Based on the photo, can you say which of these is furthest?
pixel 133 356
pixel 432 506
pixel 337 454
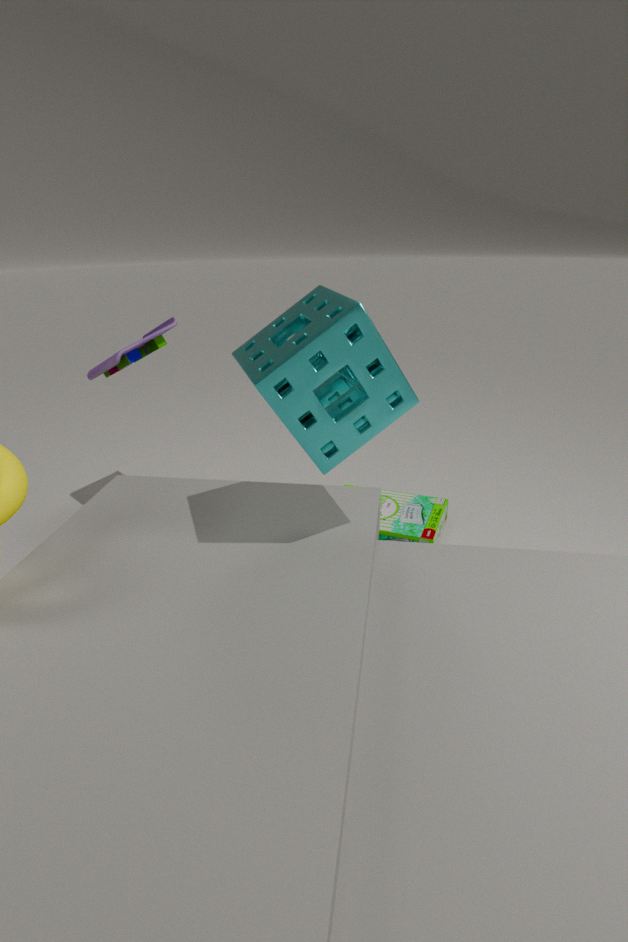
pixel 432 506
